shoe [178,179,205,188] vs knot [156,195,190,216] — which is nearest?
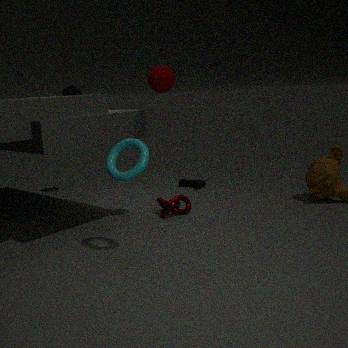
knot [156,195,190,216]
